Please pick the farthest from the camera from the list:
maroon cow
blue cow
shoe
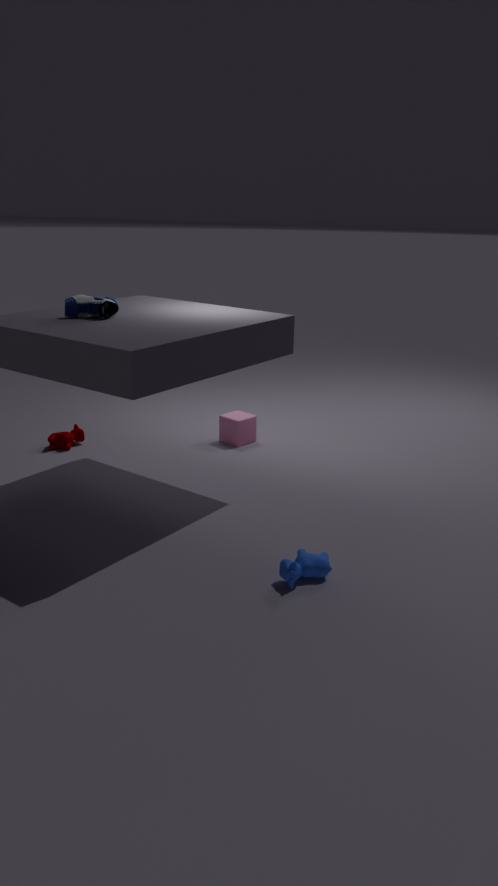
maroon cow
